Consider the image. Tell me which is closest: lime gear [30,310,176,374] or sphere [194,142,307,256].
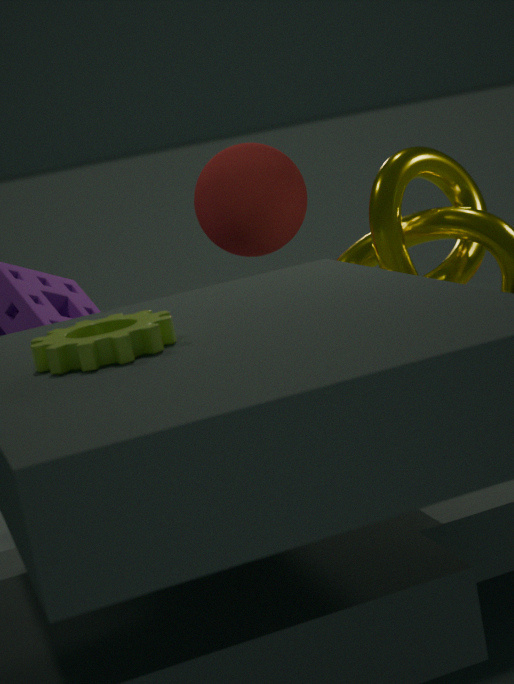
lime gear [30,310,176,374]
